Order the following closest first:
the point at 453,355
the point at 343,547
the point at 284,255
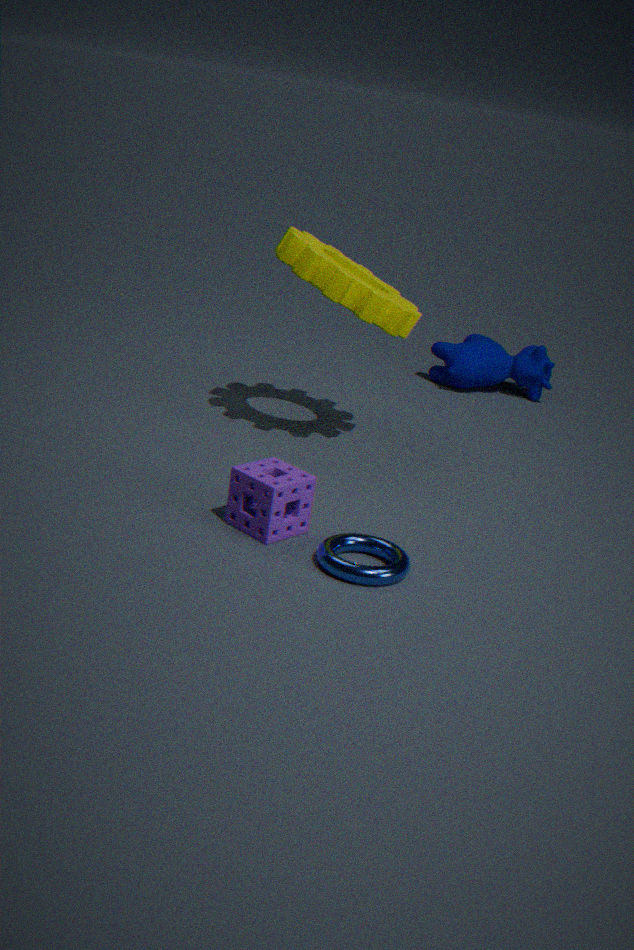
A: the point at 343,547
the point at 284,255
the point at 453,355
